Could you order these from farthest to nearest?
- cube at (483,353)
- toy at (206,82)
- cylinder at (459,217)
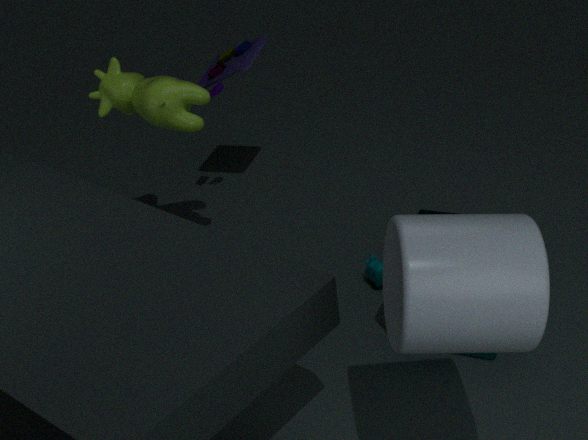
toy at (206,82)
cube at (483,353)
cylinder at (459,217)
